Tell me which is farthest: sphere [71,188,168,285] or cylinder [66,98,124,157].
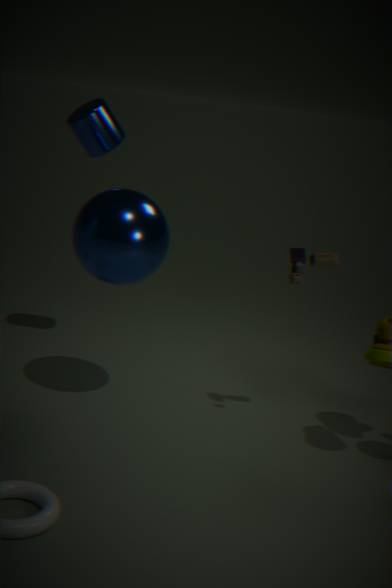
cylinder [66,98,124,157]
